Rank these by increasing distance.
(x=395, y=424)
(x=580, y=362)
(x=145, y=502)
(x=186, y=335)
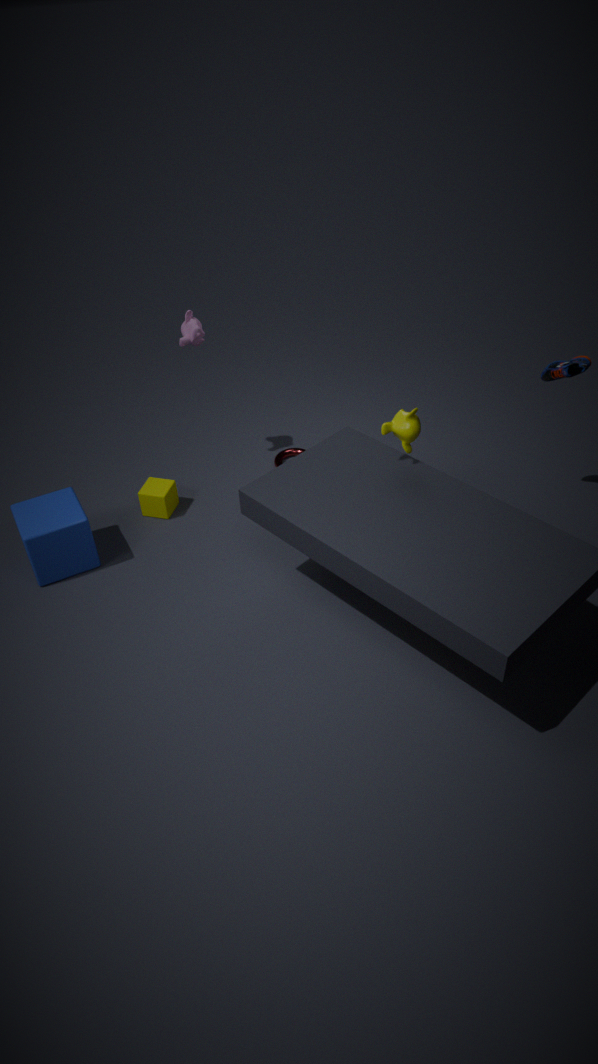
1. (x=395, y=424)
2. (x=580, y=362)
3. (x=186, y=335)
4. (x=145, y=502)
